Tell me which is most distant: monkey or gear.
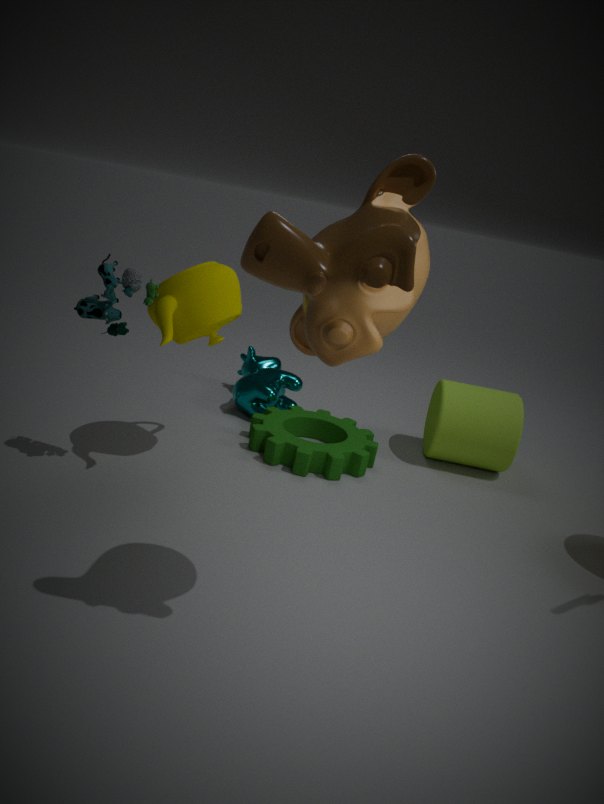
gear
